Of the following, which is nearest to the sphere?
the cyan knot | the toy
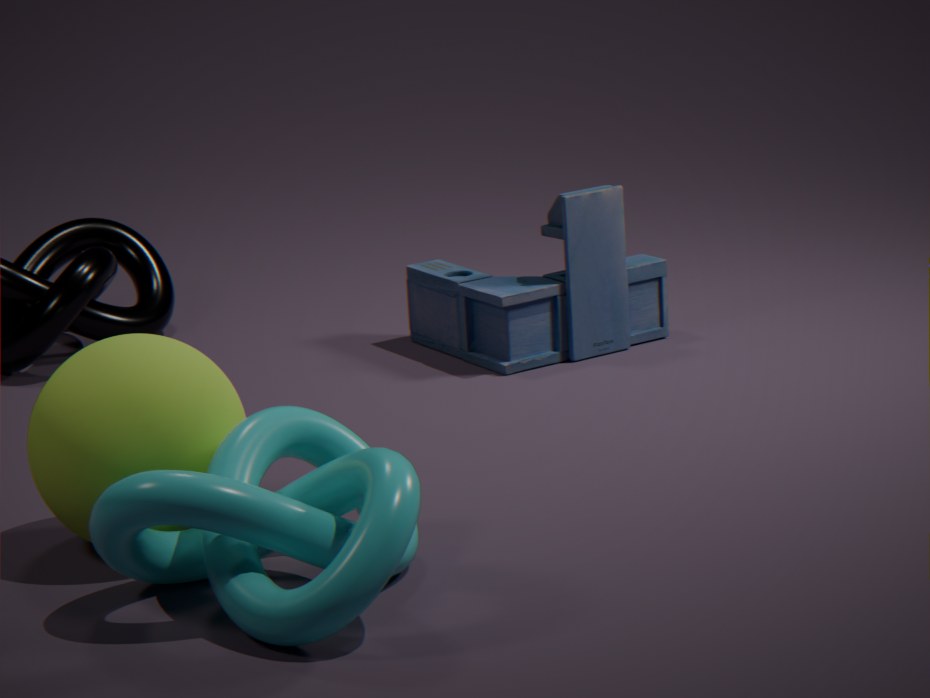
the cyan knot
